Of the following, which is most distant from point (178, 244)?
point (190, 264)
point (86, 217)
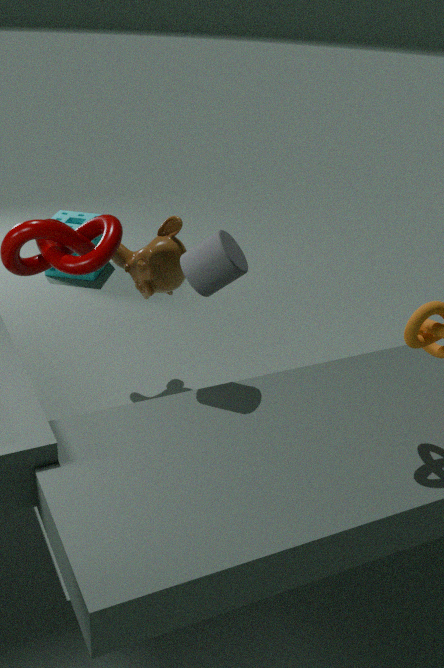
Result: point (86, 217)
